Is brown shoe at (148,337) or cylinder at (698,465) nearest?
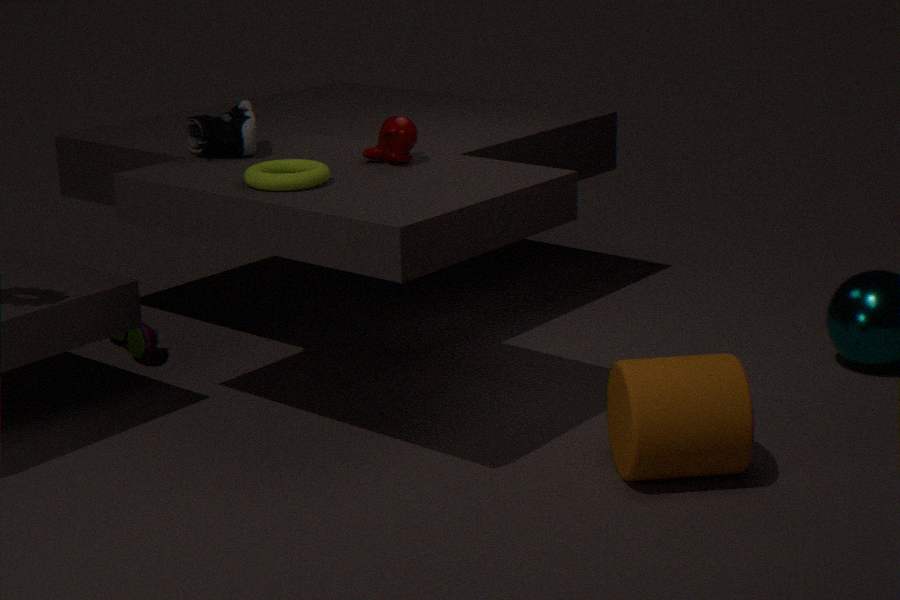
cylinder at (698,465)
